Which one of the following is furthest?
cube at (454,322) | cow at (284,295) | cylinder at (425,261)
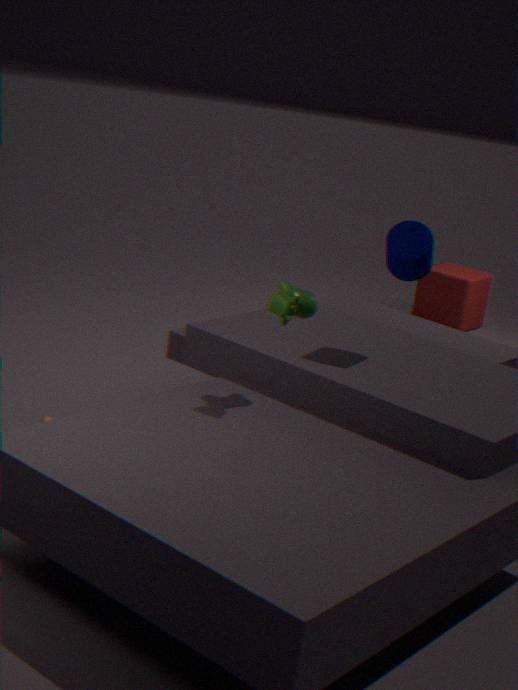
cube at (454,322)
